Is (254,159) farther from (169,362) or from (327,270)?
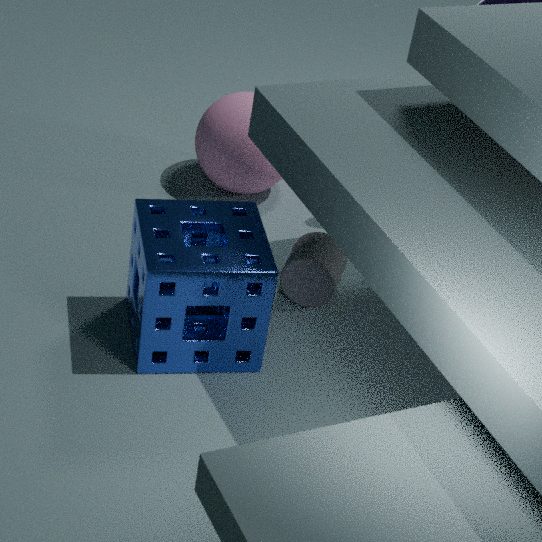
(169,362)
